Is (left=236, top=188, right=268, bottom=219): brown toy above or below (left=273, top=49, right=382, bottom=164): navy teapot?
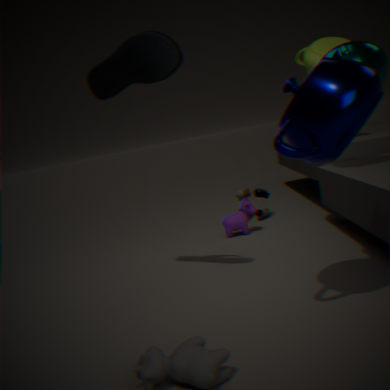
below
